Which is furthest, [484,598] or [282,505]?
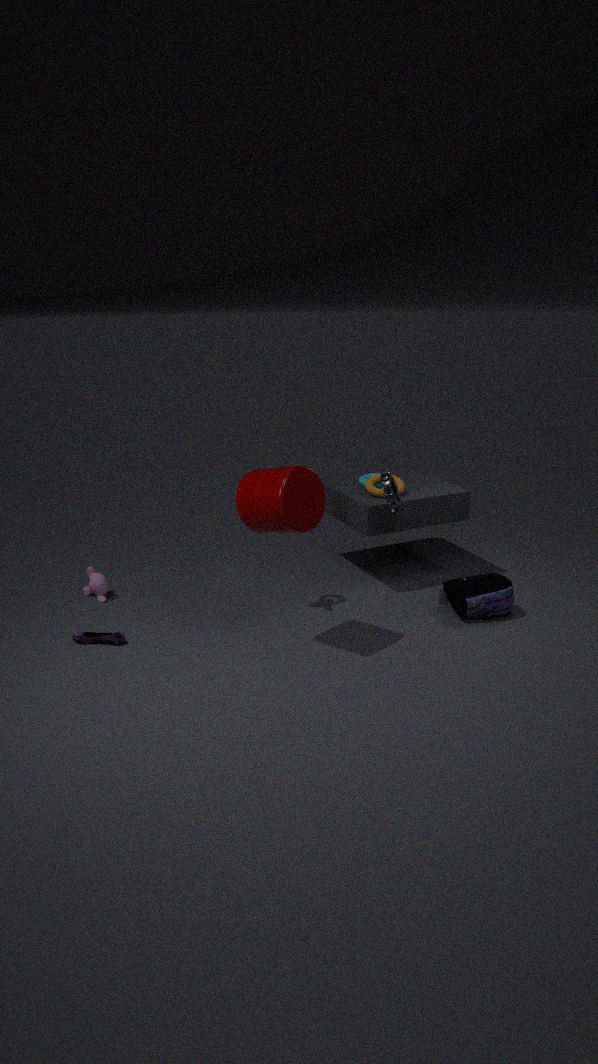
[484,598]
